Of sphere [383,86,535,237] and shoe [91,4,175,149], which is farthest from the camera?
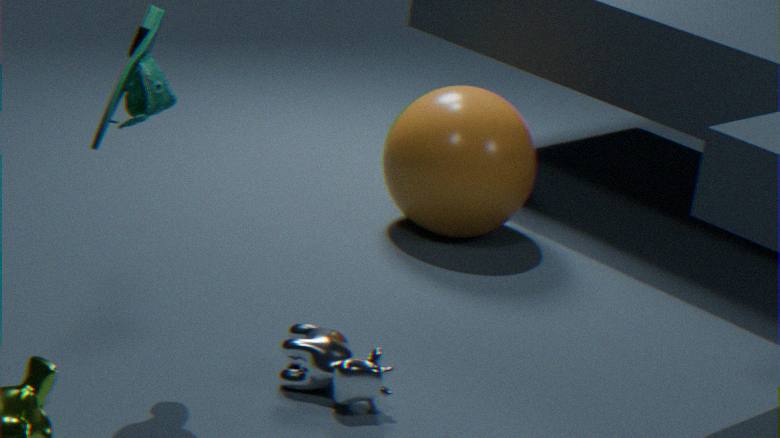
sphere [383,86,535,237]
